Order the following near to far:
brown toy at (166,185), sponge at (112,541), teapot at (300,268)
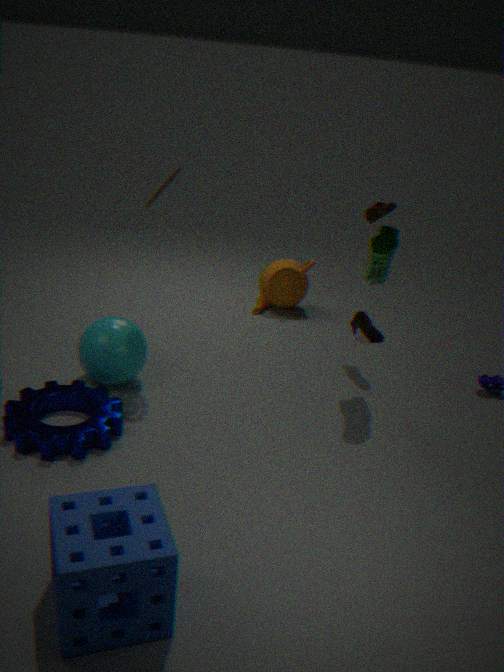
sponge at (112,541) → brown toy at (166,185) → teapot at (300,268)
